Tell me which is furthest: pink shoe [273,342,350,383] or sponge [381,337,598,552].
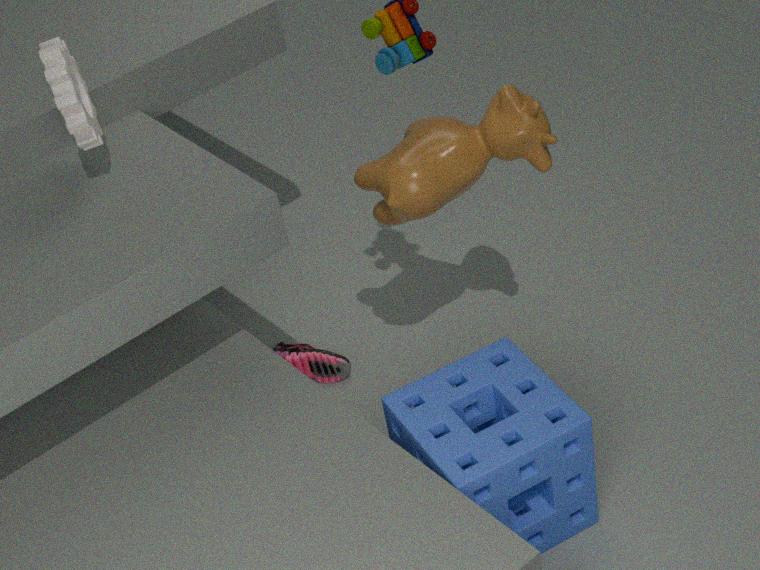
pink shoe [273,342,350,383]
